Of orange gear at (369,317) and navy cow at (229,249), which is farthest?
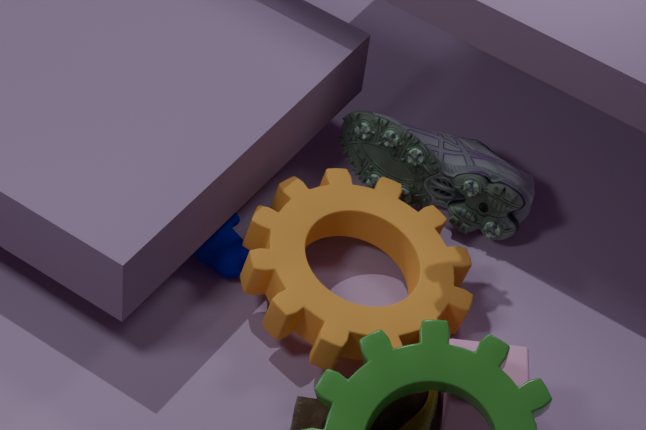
navy cow at (229,249)
